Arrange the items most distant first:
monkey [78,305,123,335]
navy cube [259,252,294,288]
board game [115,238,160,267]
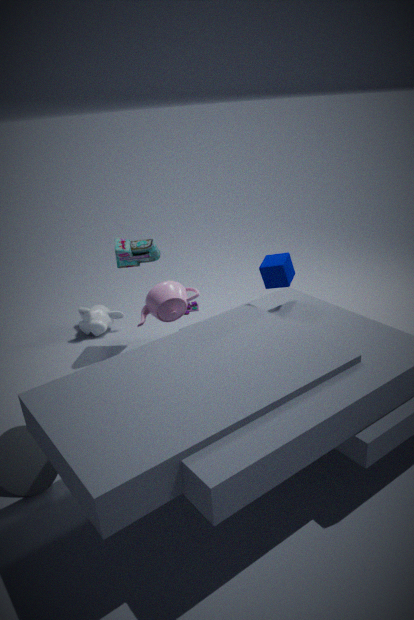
1. monkey [78,305,123,335]
2. board game [115,238,160,267]
3. navy cube [259,252,294,288]
